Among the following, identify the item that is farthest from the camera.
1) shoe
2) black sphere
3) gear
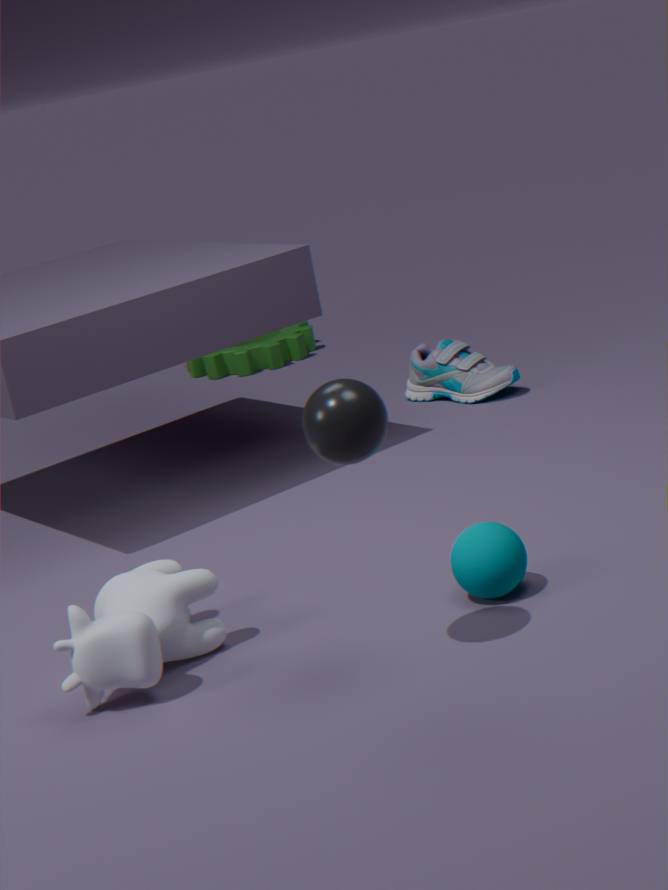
3. gear
